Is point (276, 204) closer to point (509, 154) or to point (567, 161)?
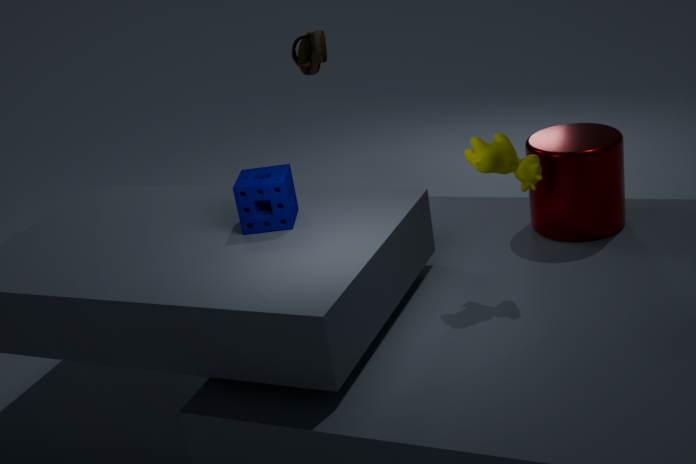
point (509, 154)
